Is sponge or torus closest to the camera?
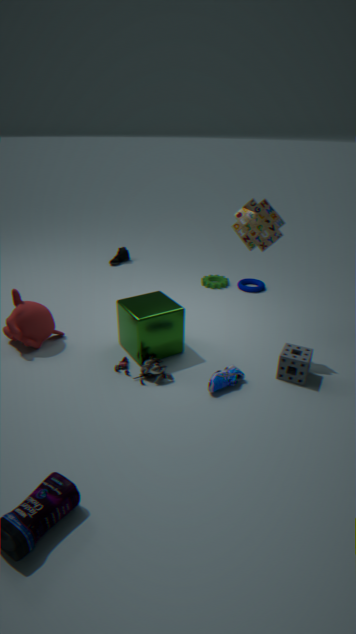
sponge
